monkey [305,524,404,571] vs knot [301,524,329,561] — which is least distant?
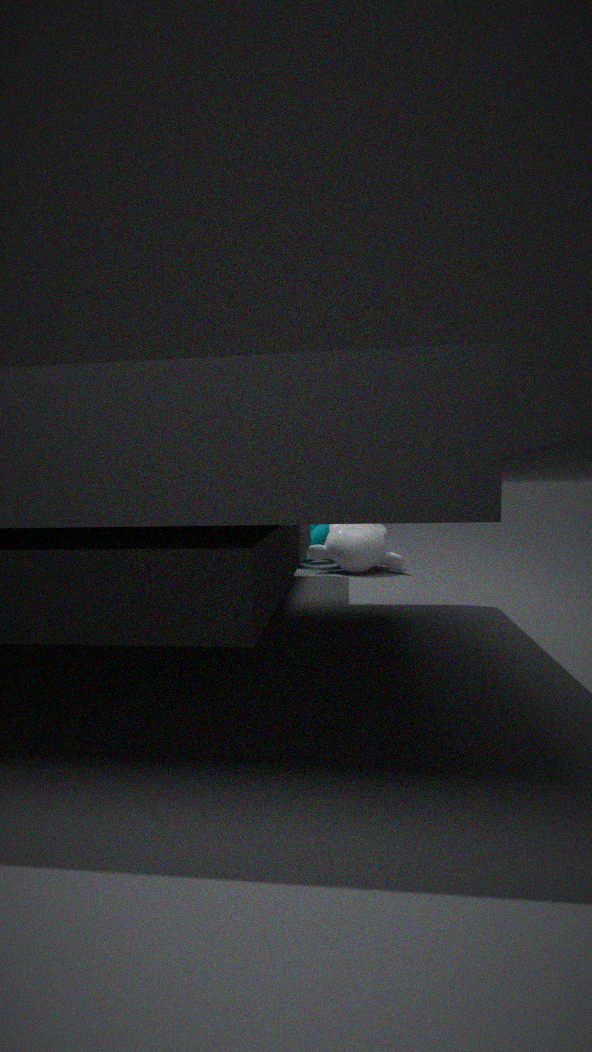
monkey [305,524,404,571]
